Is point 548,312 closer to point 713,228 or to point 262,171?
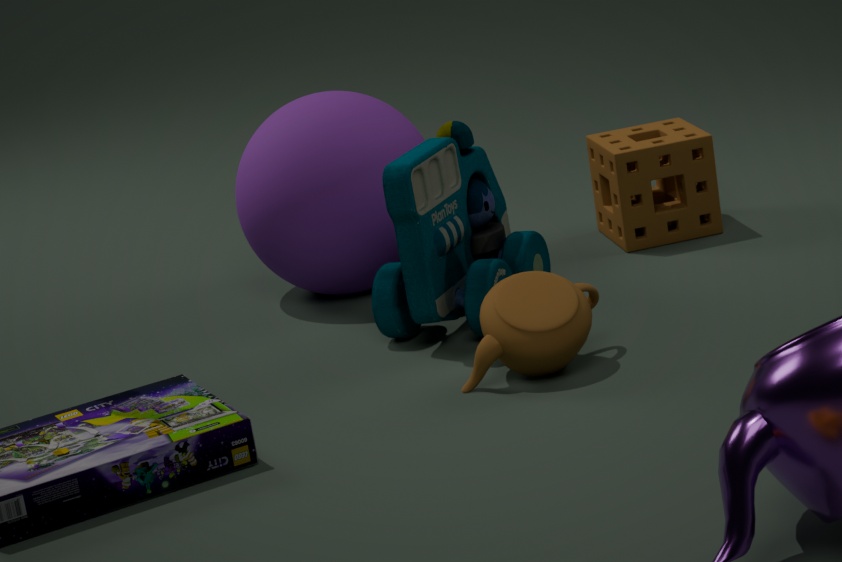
point 262,171
